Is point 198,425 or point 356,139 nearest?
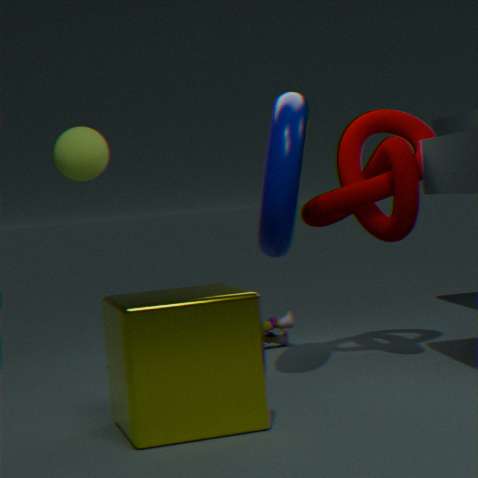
point 198,425
